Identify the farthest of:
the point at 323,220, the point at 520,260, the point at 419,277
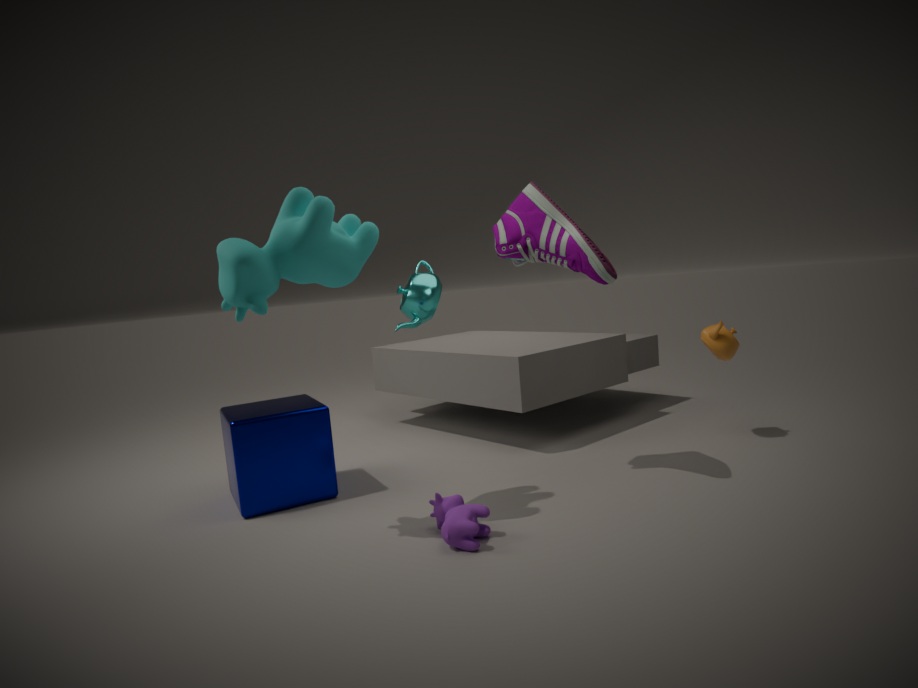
the point at 419,277
